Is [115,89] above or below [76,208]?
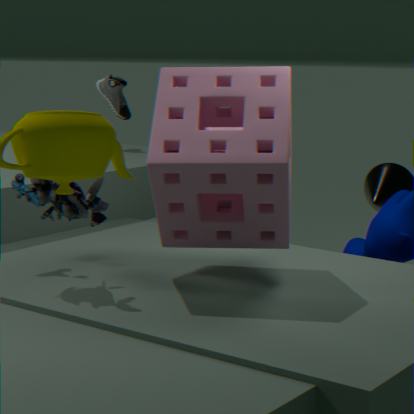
above
